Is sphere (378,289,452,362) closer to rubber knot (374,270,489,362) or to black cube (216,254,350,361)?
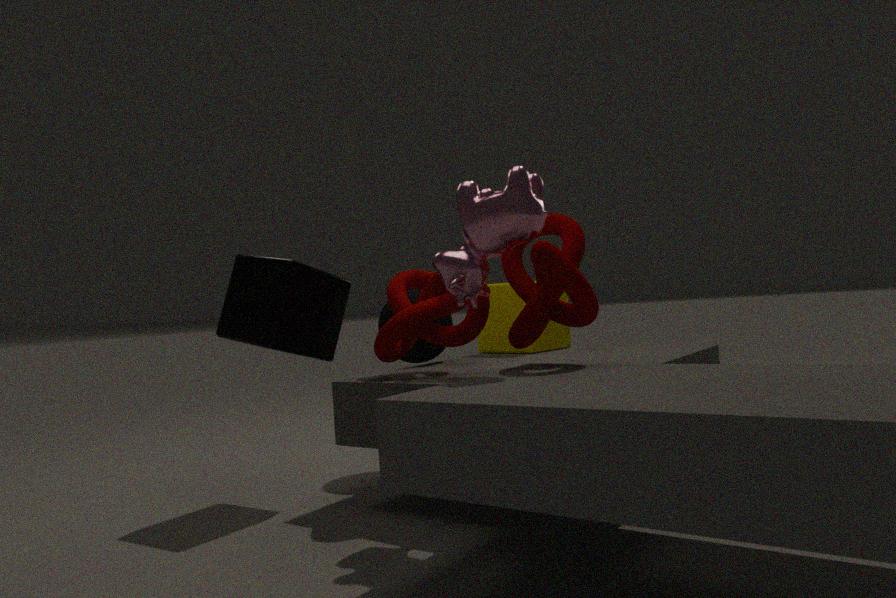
rubber knot (374,270,489,362)
